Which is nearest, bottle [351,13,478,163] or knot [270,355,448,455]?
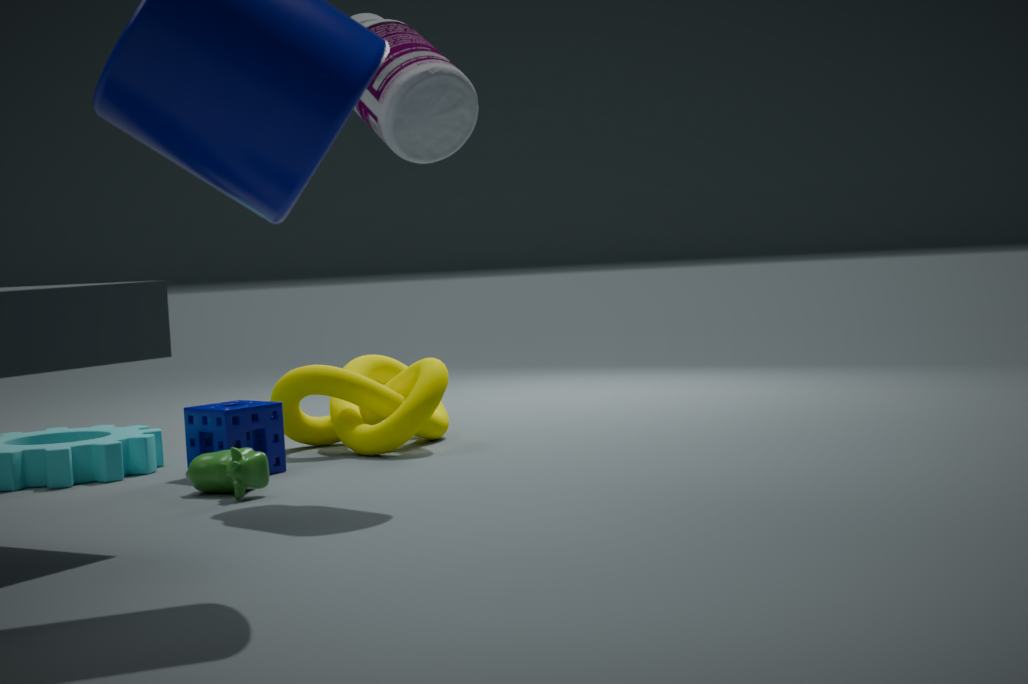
bottle [351,13,478,163]
